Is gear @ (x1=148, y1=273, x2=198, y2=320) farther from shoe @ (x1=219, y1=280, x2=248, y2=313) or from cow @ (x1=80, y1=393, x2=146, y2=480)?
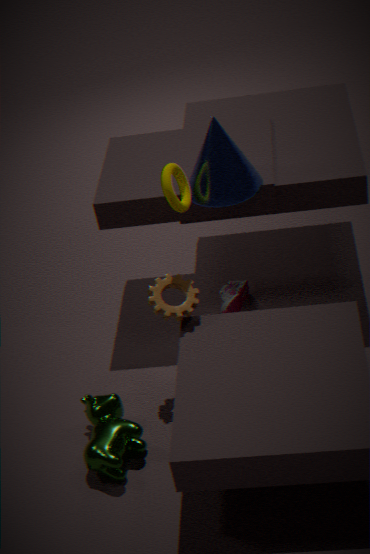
shoe @ (x1=219, y1=280, x2=248, y2=313)
